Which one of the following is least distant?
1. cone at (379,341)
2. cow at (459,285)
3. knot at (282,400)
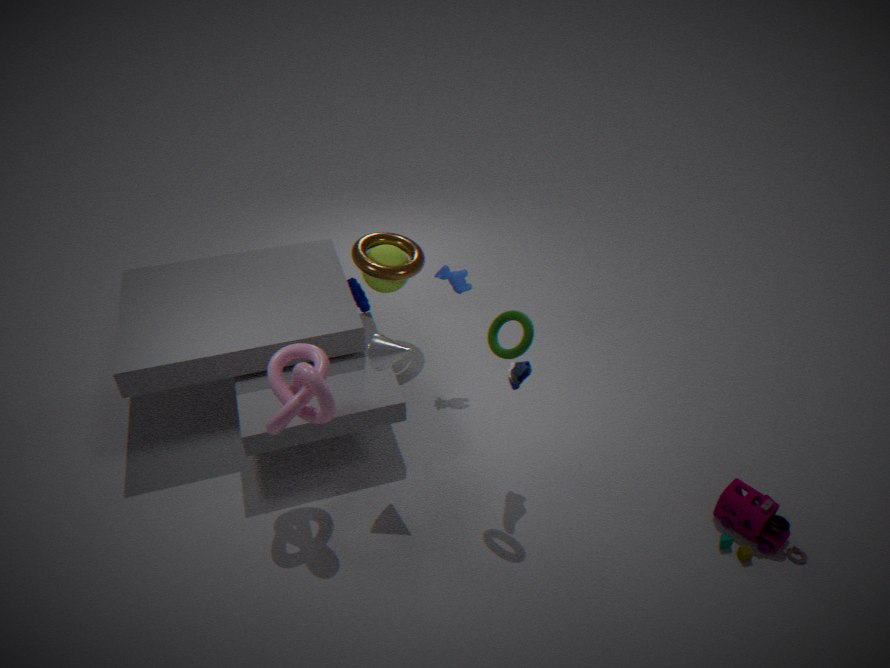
knot at (282,400)
